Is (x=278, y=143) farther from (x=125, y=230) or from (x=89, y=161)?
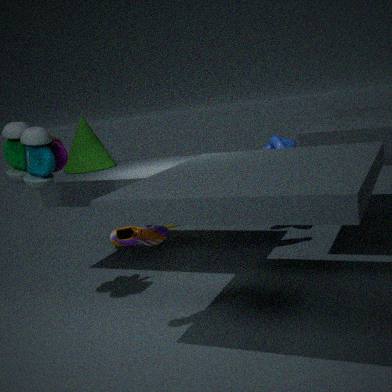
(x=125, y=230)
